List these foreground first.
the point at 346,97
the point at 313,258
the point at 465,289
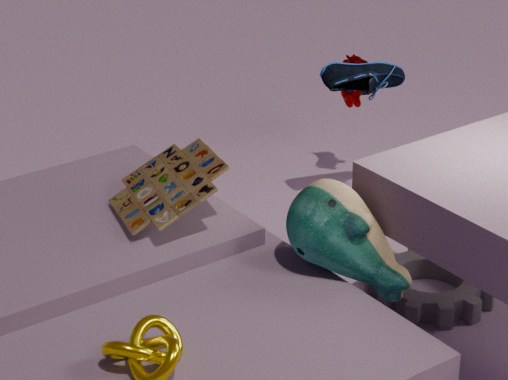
the point at 313,258 < the point at 465,289 < the point at 346,97
